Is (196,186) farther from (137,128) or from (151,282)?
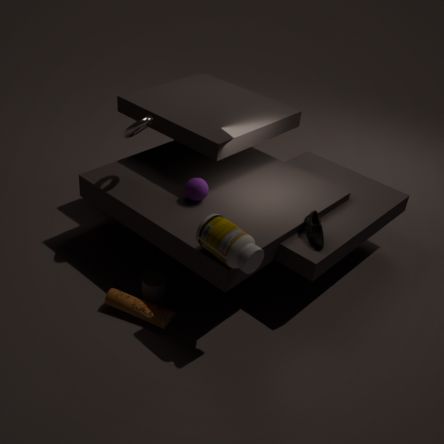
(151,282)
